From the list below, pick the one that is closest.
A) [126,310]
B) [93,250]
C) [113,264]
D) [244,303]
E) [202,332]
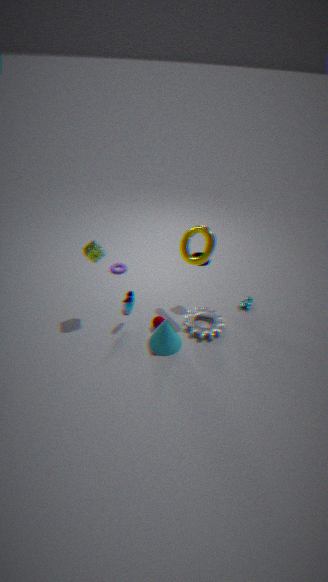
[93,250]
